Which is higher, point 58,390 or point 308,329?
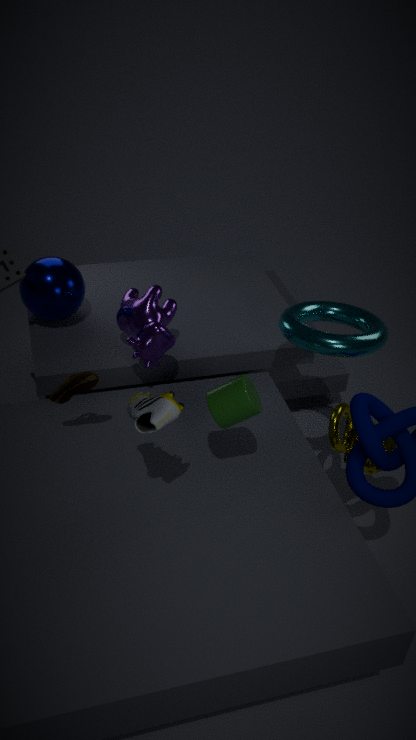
point 308,329
